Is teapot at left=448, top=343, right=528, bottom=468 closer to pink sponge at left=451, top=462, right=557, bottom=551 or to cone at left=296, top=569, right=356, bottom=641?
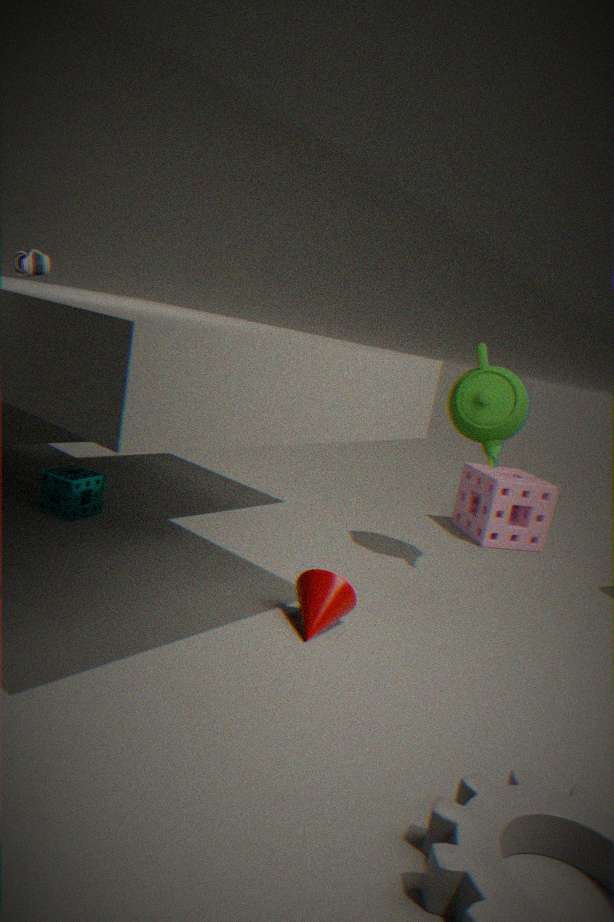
pink sponge at left=451, top=462, right=557, bottom=551
